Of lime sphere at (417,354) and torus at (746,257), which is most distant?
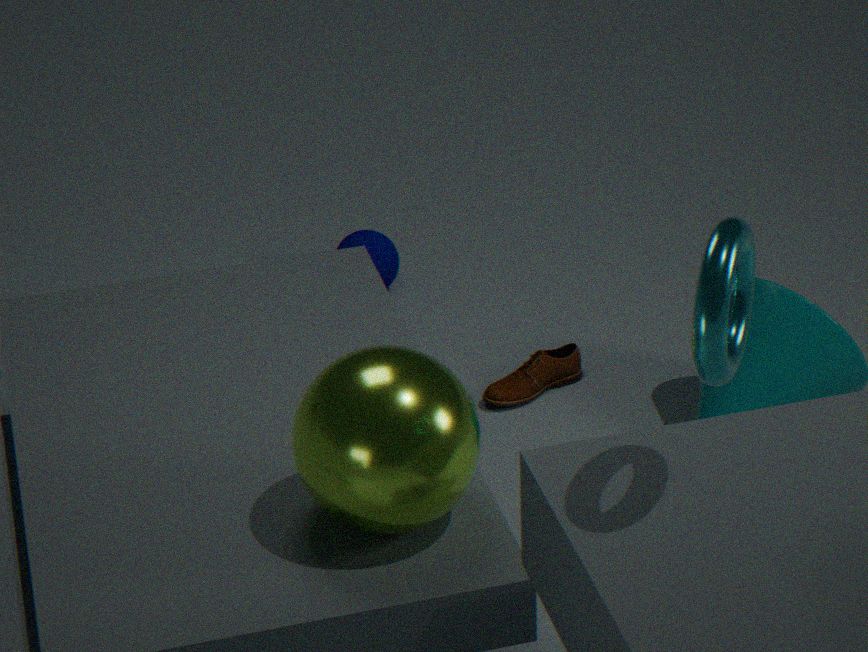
lime sphere at (417,354)
